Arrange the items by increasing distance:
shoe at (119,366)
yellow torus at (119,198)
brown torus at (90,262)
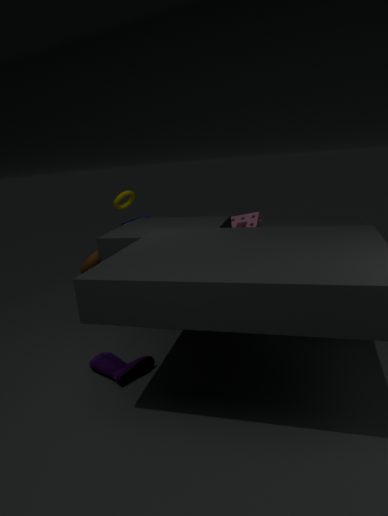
1. shoe at (119,366)
2. brown torus at (90,262)
3. yellow torus at (119,198)
